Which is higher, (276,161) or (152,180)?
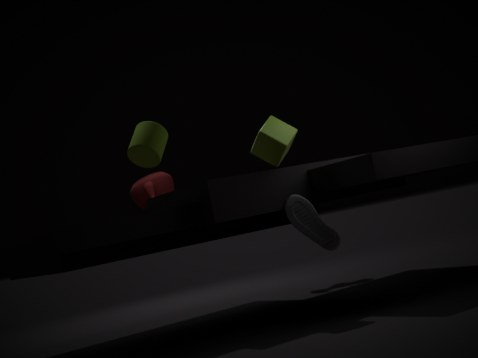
(276,161)
